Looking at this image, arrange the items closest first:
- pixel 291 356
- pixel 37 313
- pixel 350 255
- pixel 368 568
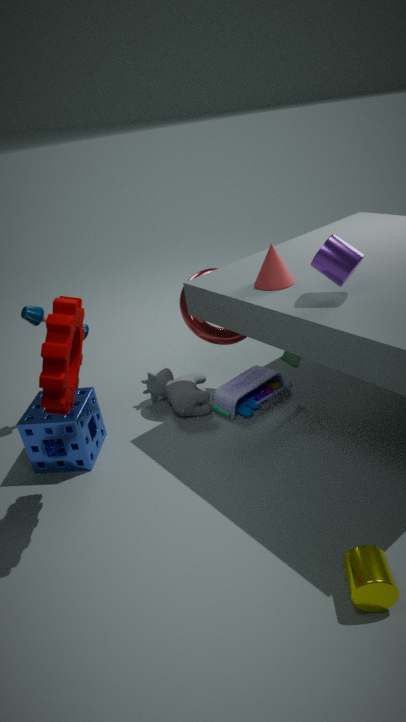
pixel 368 568 → pixel 350 255 → pixel 291 356 → pixel 37 313
